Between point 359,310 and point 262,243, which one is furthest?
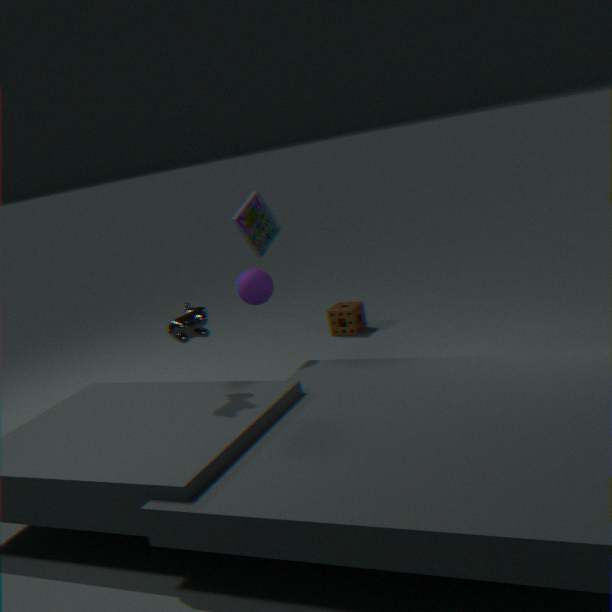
point 359,310
